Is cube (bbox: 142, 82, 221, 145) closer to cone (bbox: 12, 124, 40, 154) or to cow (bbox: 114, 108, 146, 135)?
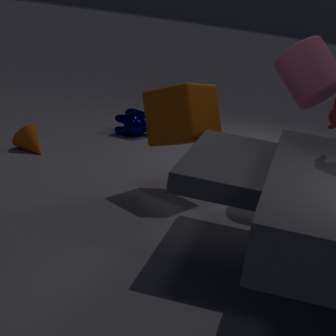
cone (bbox: 12, 124, 40, 154)
